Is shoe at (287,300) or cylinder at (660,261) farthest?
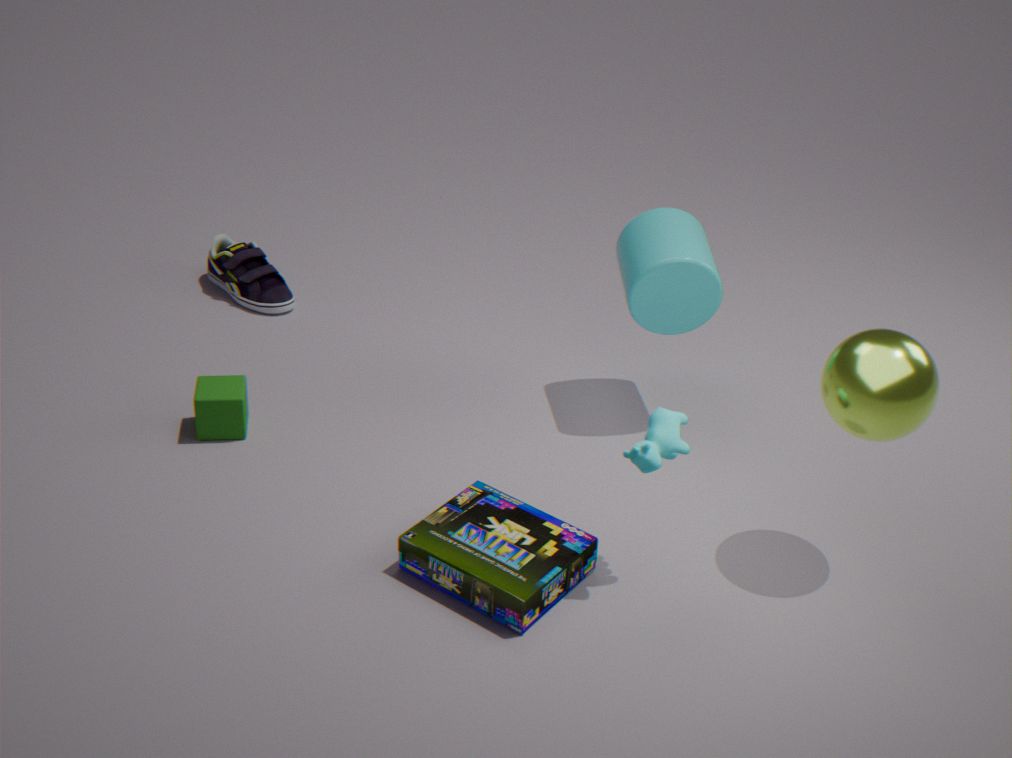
shoe at (287,300)
